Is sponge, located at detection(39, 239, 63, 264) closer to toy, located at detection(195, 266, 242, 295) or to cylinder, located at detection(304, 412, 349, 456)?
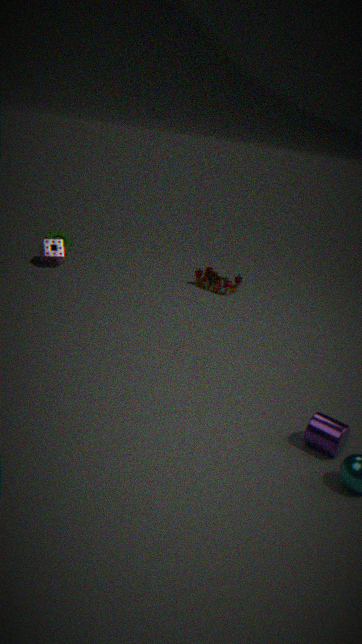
toy, located at detection(195, 266, 242, 295)
